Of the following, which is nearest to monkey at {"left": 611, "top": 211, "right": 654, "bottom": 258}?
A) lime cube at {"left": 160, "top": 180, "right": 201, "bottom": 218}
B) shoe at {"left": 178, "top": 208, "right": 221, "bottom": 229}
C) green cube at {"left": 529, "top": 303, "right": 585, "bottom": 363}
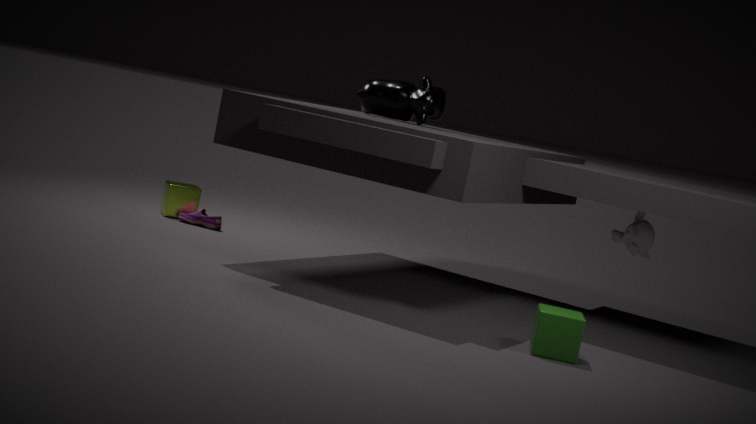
green cube at {"left": 529, "top": 303, "right": 585, "bottom": 363}
